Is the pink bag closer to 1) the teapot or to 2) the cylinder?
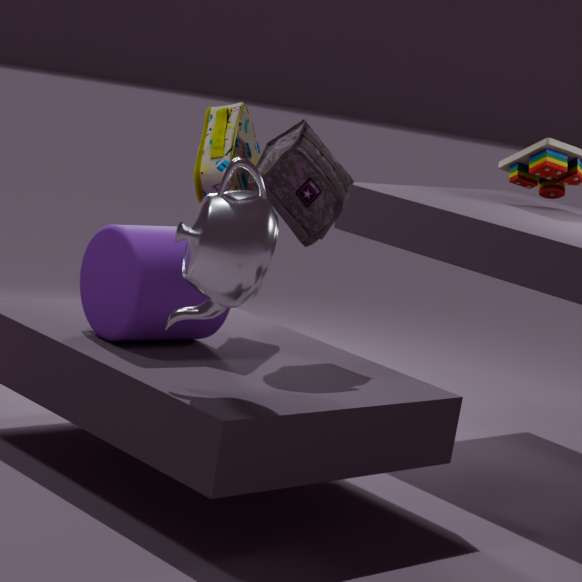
2) the cylinder
